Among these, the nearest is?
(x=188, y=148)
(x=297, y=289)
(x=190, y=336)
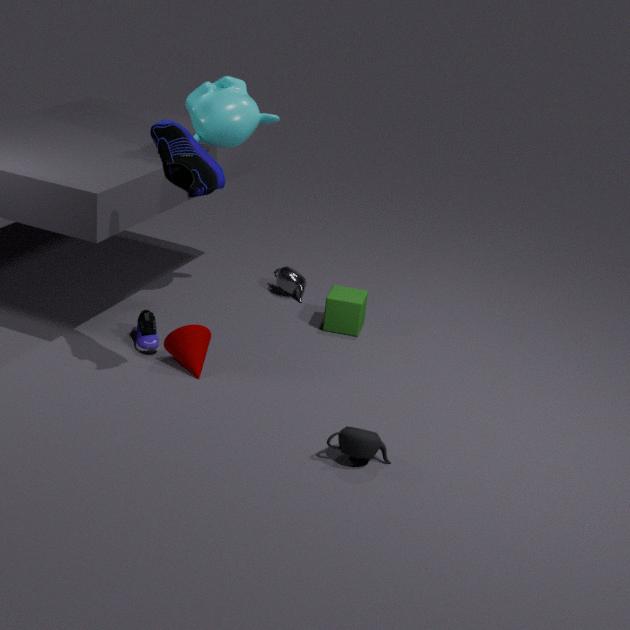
(x=188, y=148)
